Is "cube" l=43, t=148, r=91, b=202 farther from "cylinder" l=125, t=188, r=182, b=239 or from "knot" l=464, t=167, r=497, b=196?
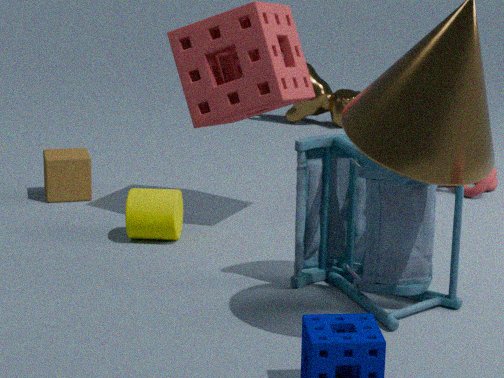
"knot" l=464, t=167, r=497, b=196
